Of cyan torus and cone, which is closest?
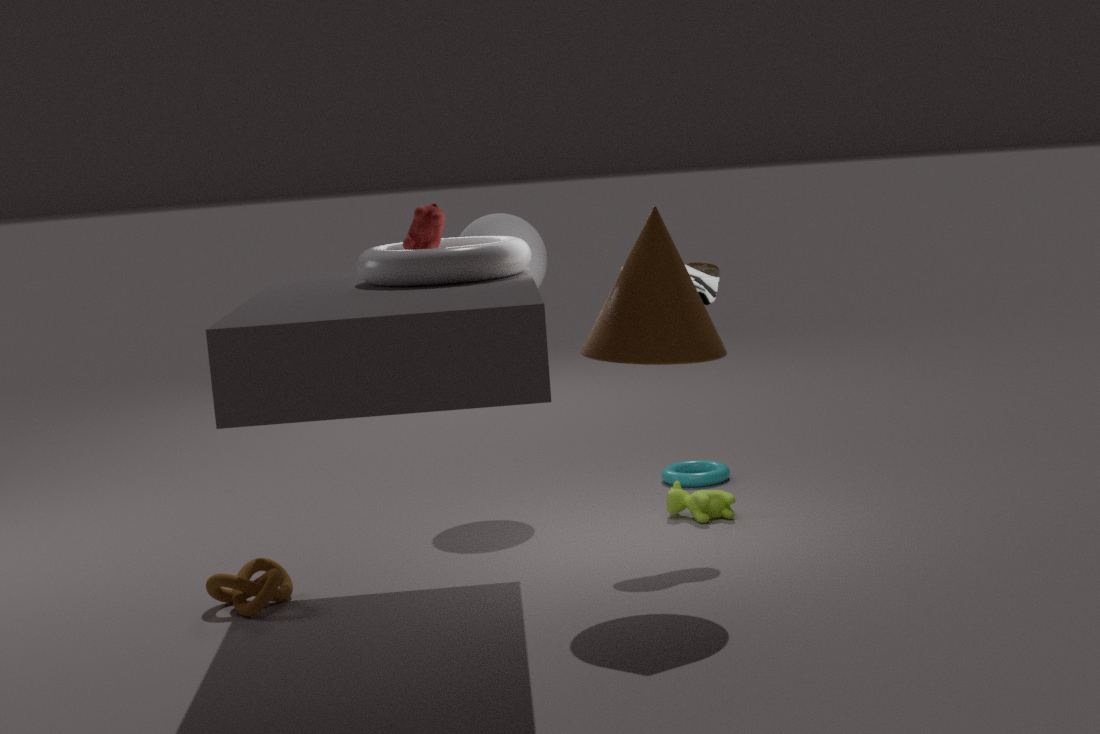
cone
